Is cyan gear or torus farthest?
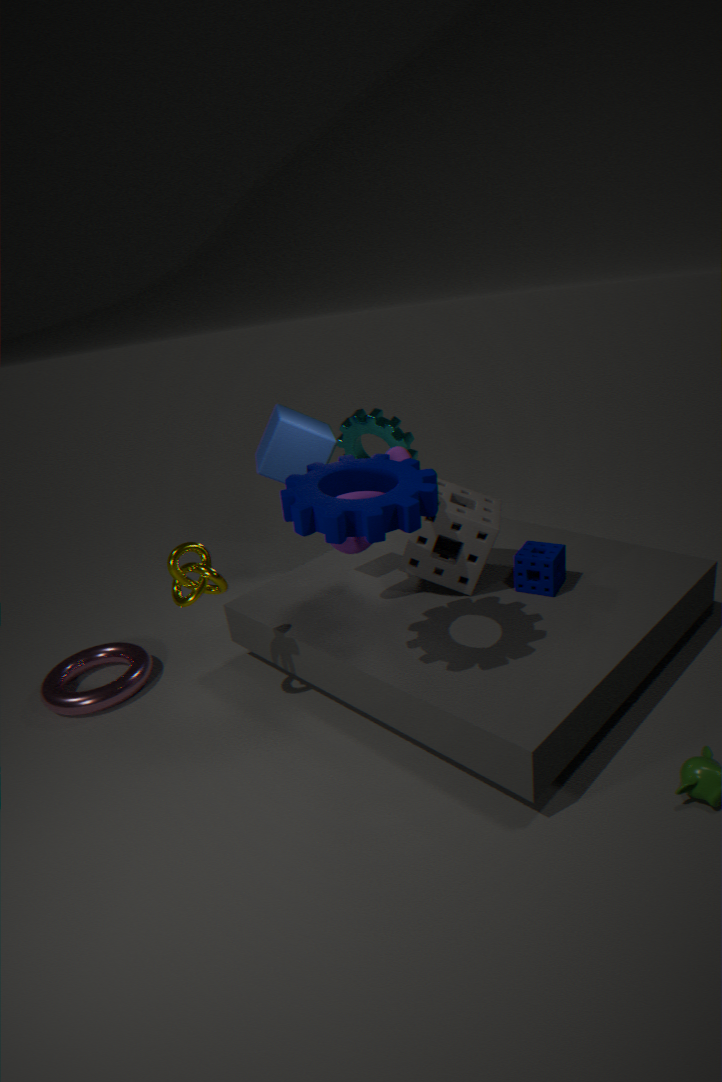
cyan gear
